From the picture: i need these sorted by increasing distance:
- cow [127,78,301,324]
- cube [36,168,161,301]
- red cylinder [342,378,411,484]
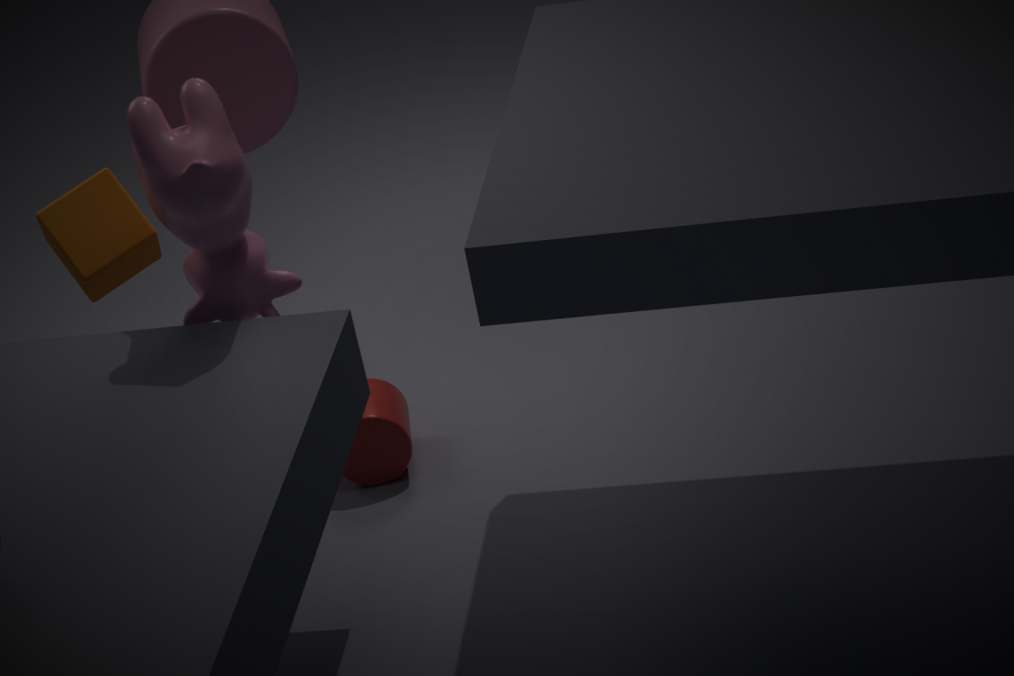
cow [127,78,301,324] → cube [36,168,161,301] → red cylinder [342,378,411,484]
